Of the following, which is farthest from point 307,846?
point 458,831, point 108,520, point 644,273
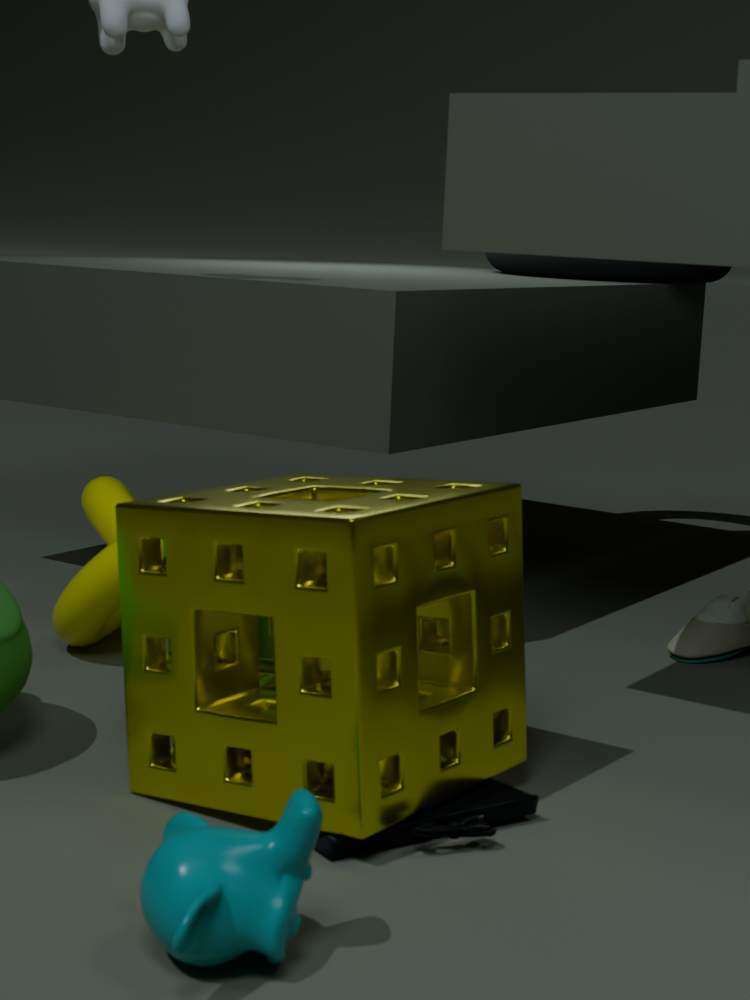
point 644,273
